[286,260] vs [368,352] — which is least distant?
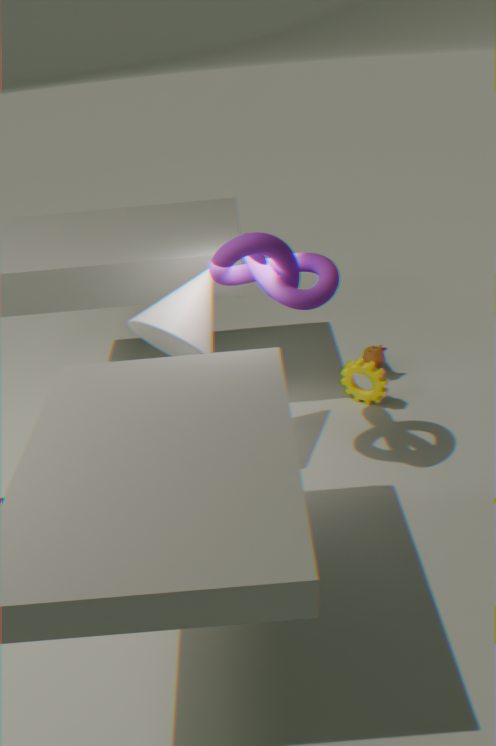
[286,260]
